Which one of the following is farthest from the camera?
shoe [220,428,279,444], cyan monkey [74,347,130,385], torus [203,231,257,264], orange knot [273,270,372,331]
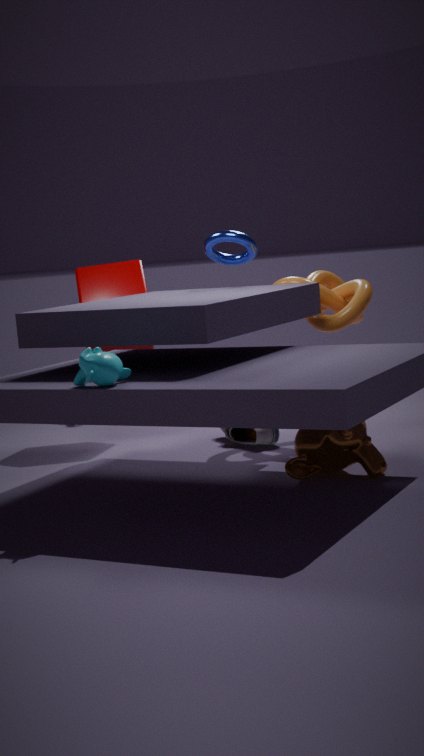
shoe [220,428,279,444]
